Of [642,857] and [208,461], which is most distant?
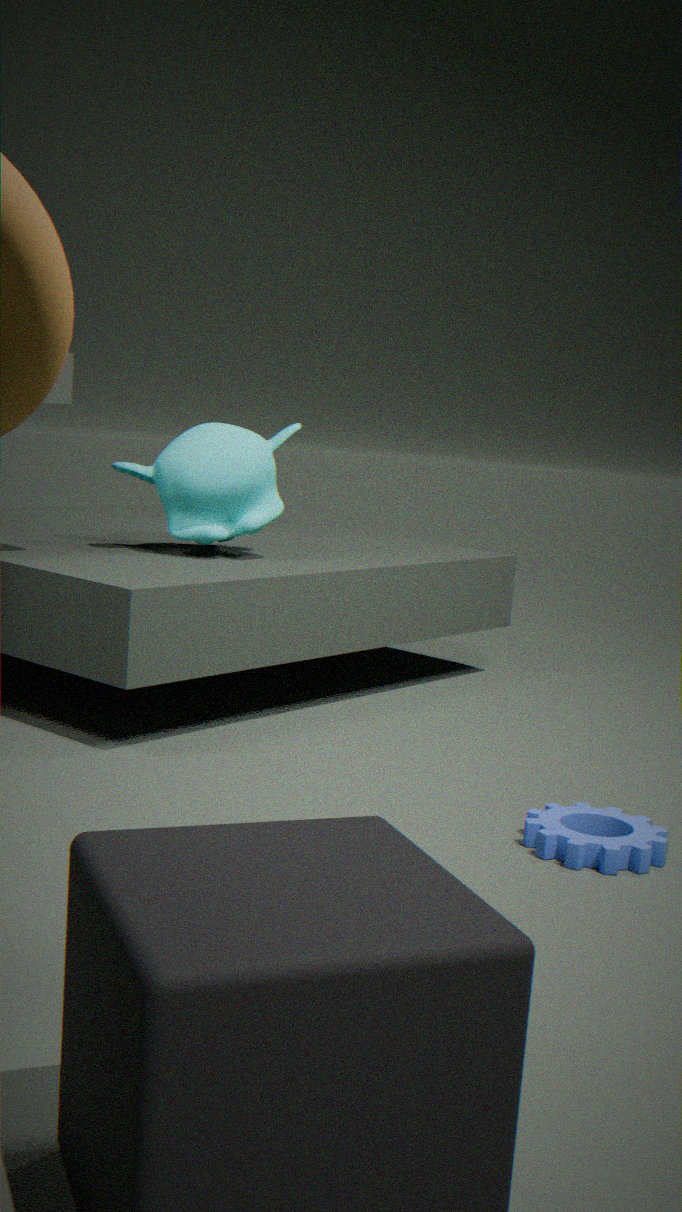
[208,461]
